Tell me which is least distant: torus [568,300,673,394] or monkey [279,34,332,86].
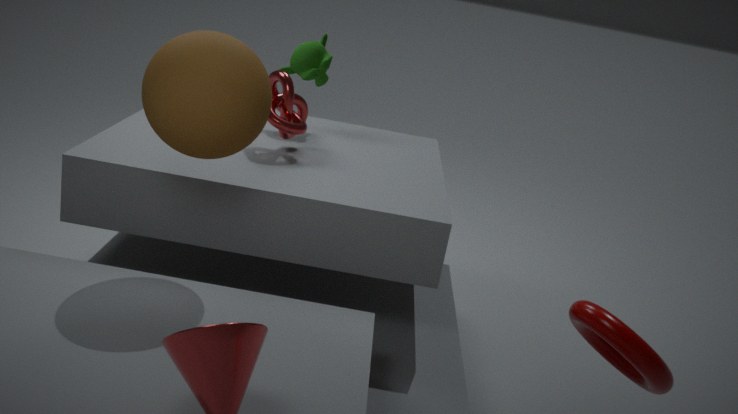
torus [568,300,673,394]
